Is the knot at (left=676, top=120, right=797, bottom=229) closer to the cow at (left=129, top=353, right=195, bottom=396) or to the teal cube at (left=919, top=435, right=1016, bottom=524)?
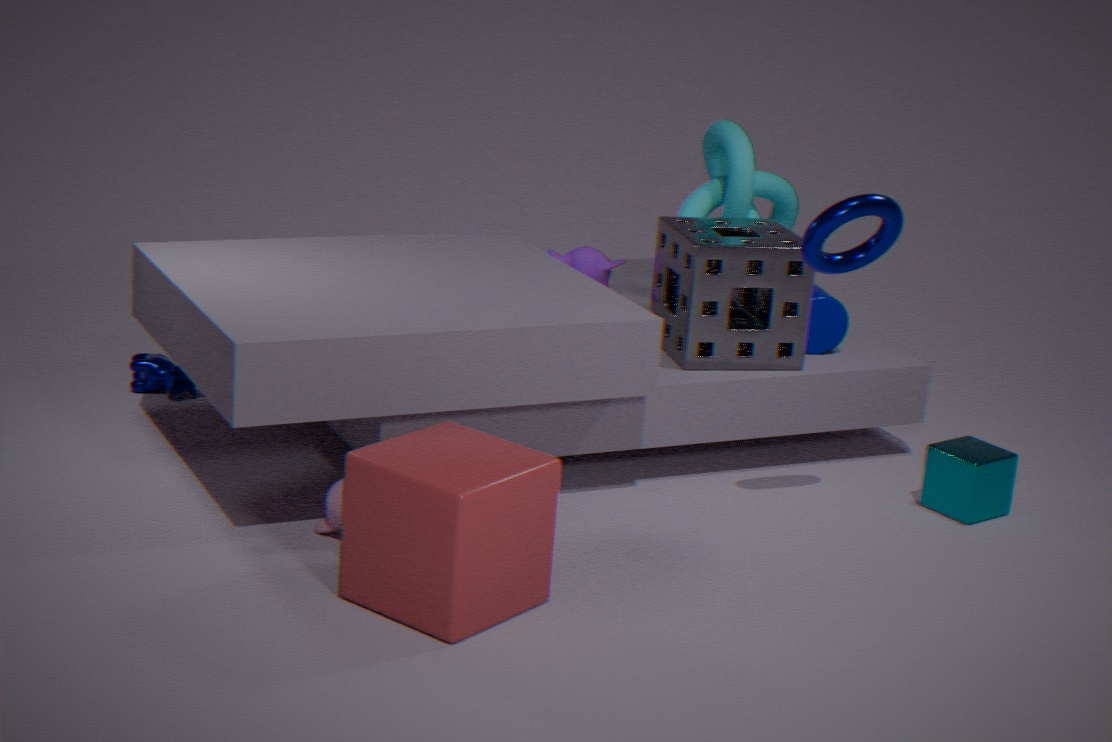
the teal cube at (left=919, top=435, right=1016, bottom=524)
